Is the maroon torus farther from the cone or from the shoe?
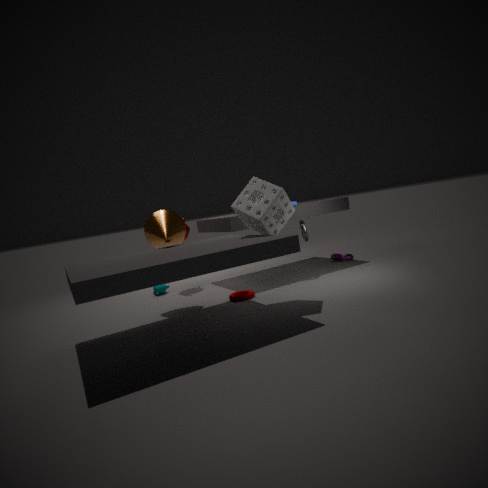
the shoe
